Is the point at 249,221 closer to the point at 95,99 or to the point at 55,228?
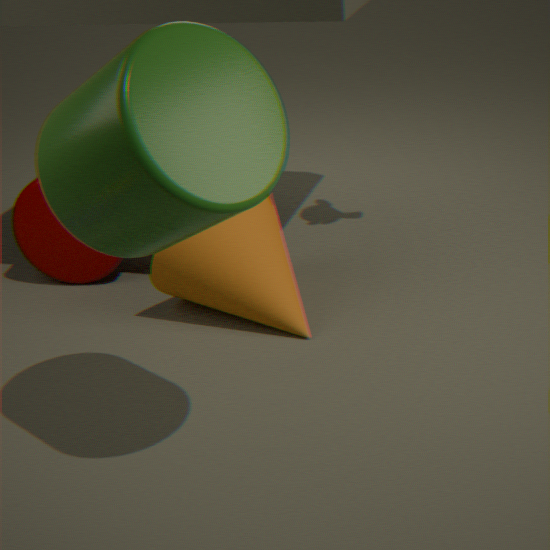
the point at 55,228
